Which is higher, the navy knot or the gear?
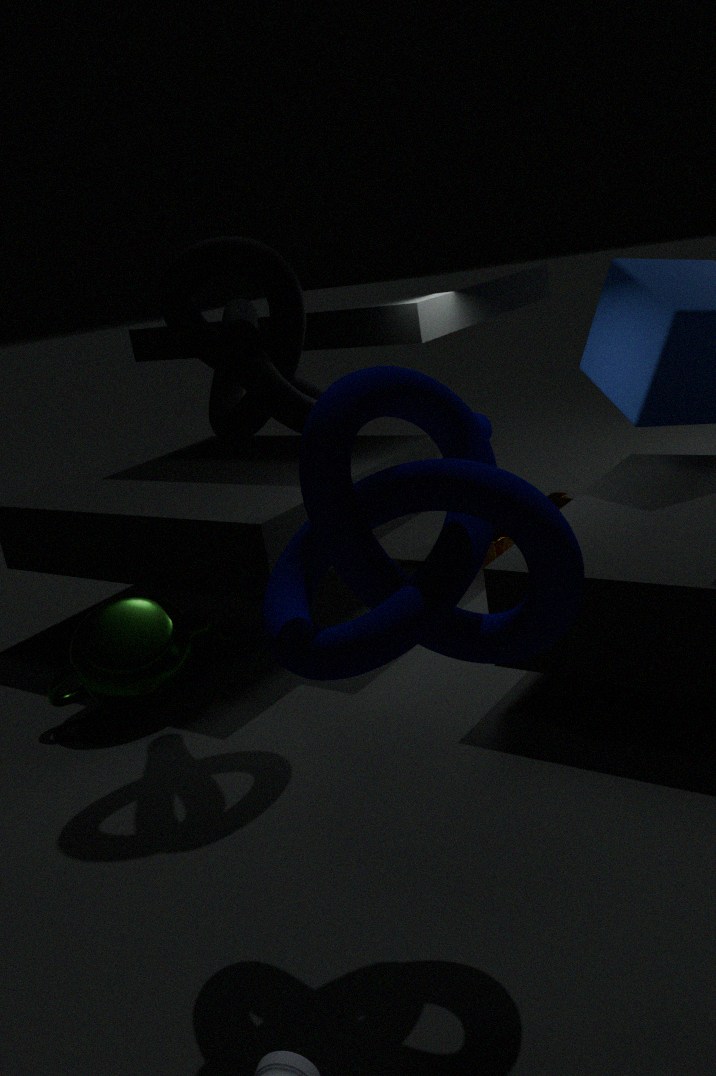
the navy knot
